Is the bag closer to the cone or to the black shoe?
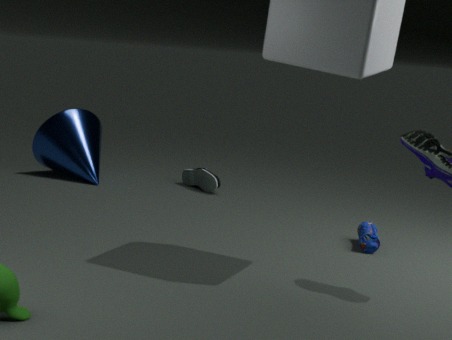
the black shoe
